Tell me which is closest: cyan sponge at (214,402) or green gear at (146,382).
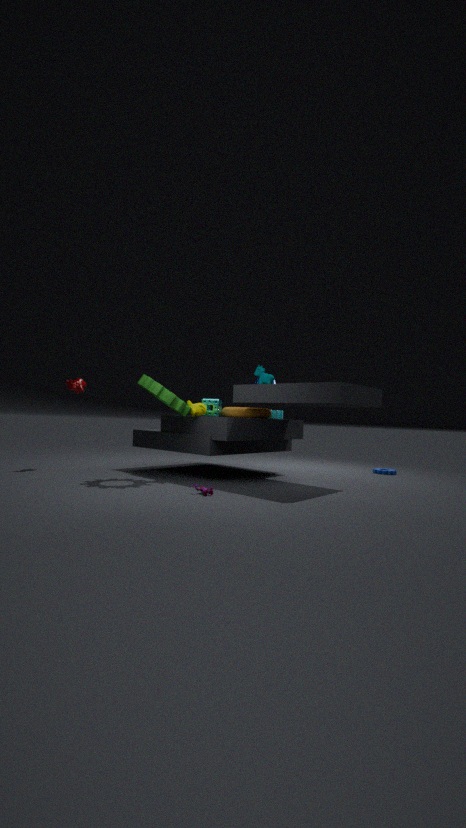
green gear at (146,382)
